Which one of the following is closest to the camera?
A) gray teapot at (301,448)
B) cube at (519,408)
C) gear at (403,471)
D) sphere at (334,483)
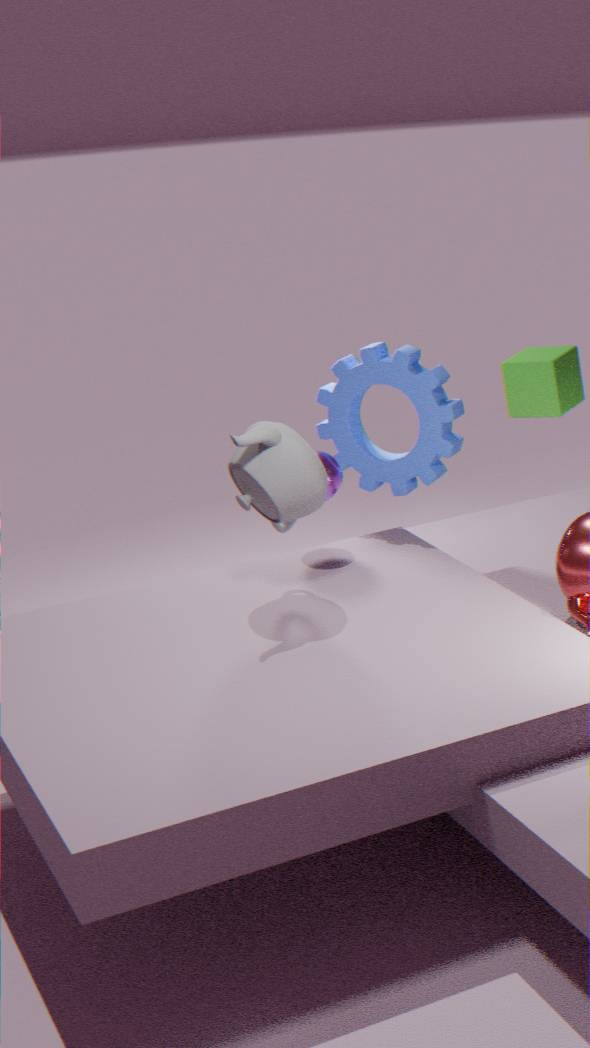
gray teapot at (301,448)
